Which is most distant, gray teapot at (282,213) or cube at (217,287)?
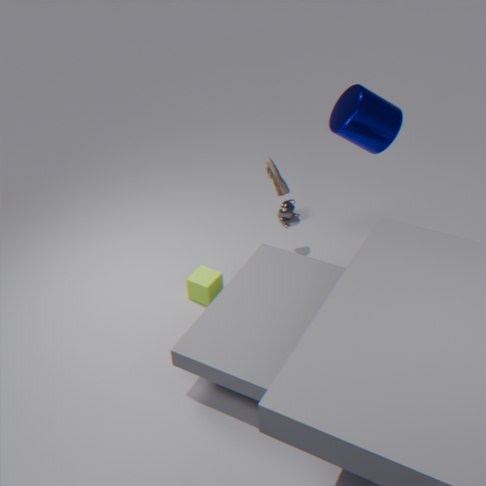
gray teapot at (282,213)
